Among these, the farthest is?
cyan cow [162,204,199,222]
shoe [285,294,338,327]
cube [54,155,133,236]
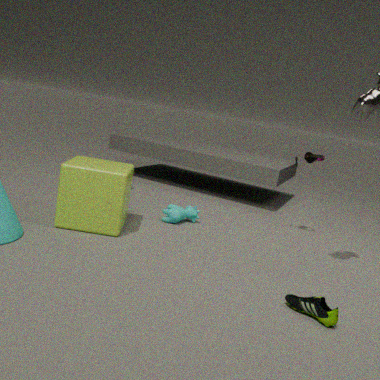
cyan cow [162,204,199,222]
